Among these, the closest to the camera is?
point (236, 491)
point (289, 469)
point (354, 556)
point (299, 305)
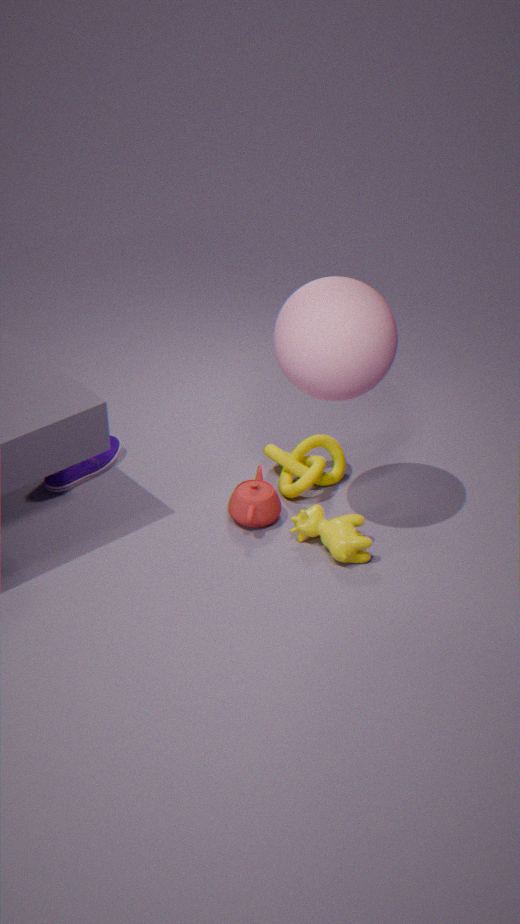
point (299, 305)
